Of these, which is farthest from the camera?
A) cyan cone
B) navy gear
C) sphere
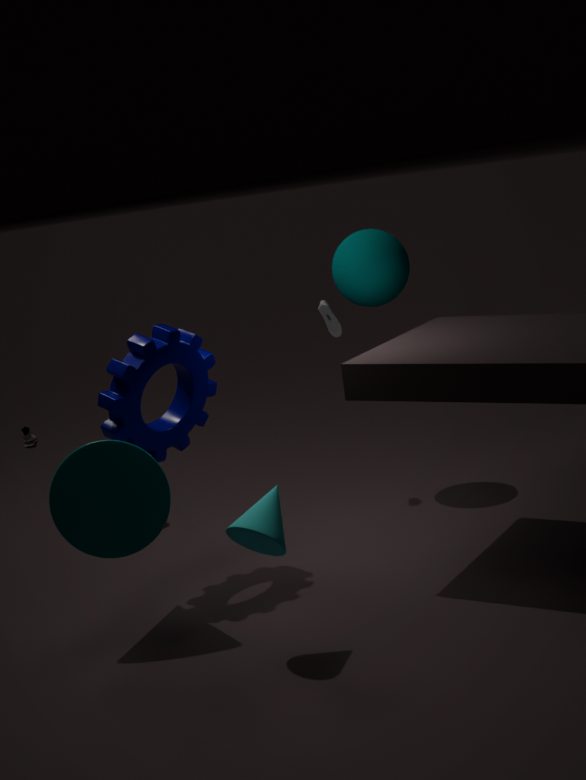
sphere
